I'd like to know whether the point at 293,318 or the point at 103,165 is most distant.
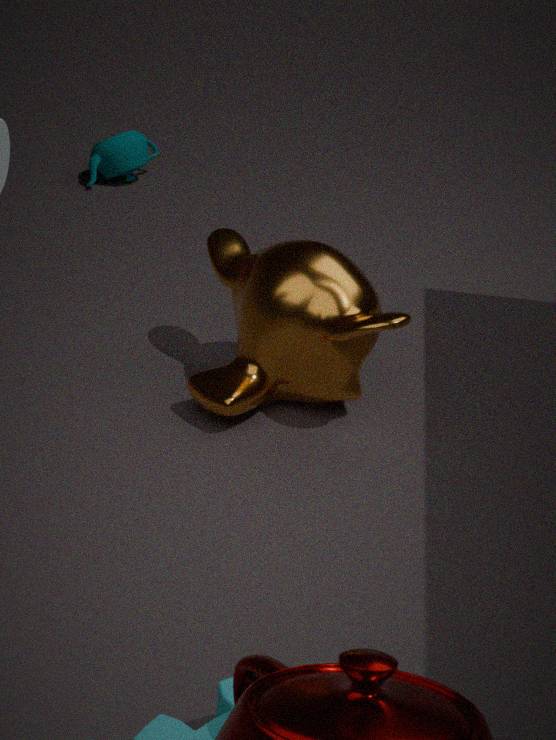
the point at 103,165
